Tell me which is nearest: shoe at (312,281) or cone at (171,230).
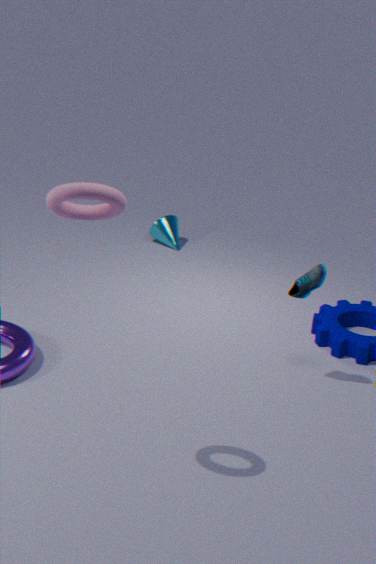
shoe at (312,281)
